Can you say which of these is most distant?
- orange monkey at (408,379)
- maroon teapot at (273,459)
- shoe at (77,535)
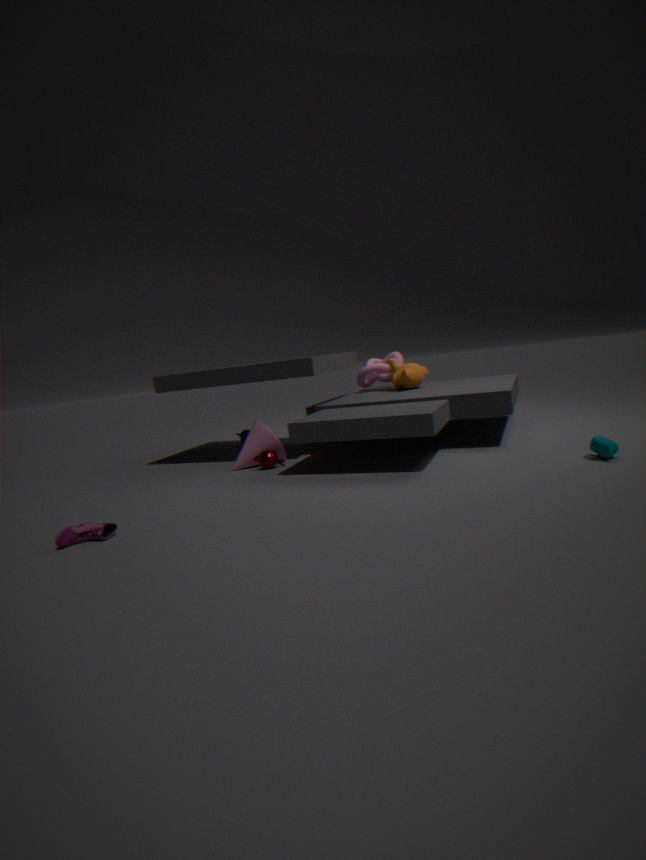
orange monkey at (408,379)
